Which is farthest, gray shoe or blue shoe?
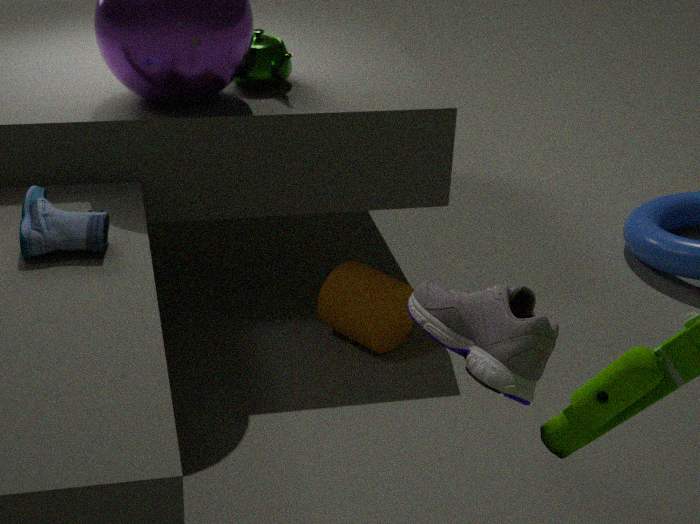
blue shoe
